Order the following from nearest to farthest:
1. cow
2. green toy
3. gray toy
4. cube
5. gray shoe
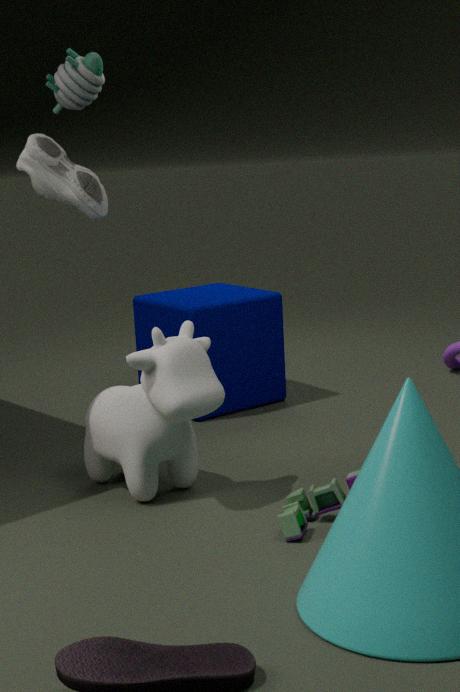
green toy, cow, cube, gray shoe, gray toy
